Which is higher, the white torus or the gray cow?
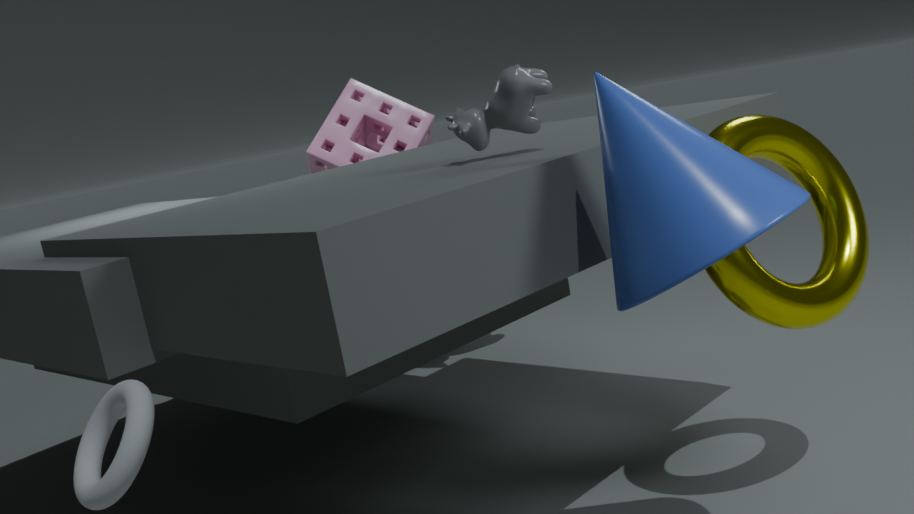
the gray cow
